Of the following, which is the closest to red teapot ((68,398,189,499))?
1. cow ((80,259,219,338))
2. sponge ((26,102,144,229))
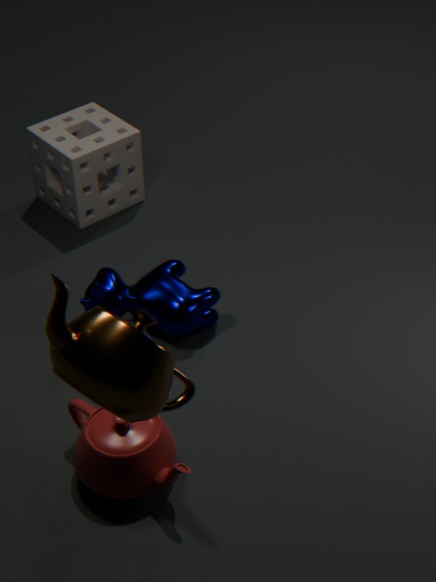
cow ((80,259,219,338))
